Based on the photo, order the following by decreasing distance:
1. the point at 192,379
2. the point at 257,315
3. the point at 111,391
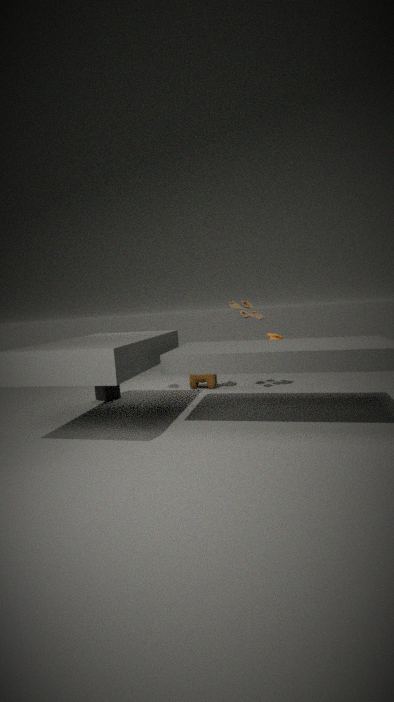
1. the point at 192,379
2. the point at 111,391
3. the point at 257,315
